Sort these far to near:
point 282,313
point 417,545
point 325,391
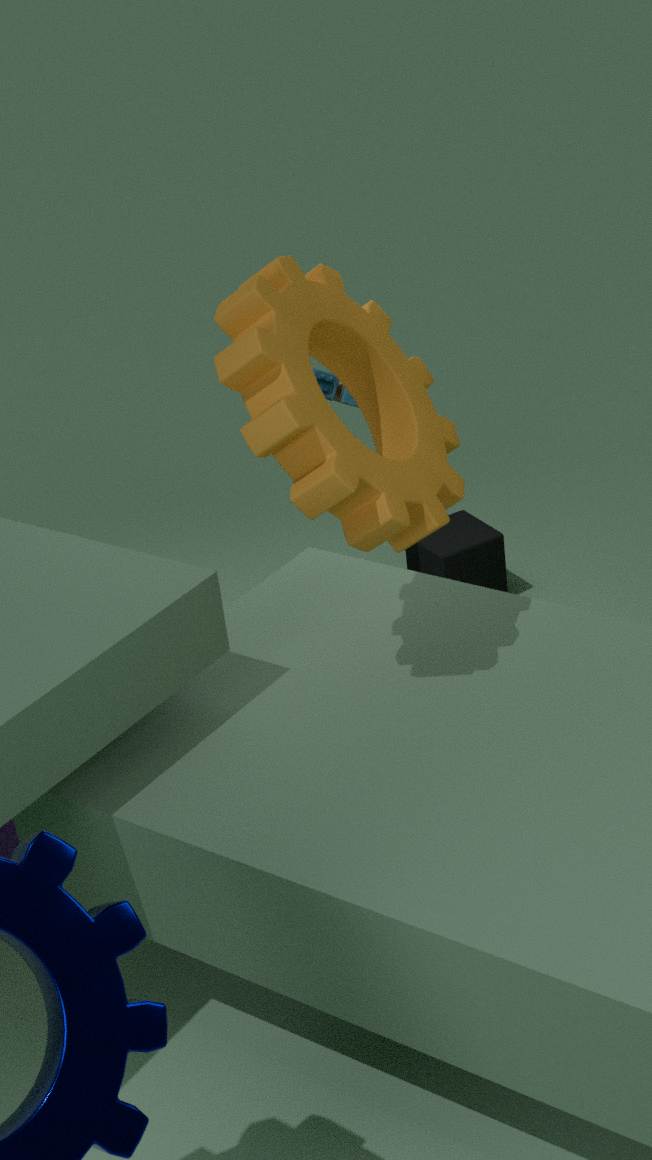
point 417,545
point 325,391
point 282,313
